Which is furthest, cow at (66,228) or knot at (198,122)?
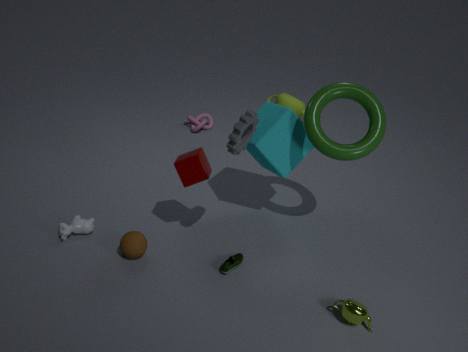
knot at (198,122)
